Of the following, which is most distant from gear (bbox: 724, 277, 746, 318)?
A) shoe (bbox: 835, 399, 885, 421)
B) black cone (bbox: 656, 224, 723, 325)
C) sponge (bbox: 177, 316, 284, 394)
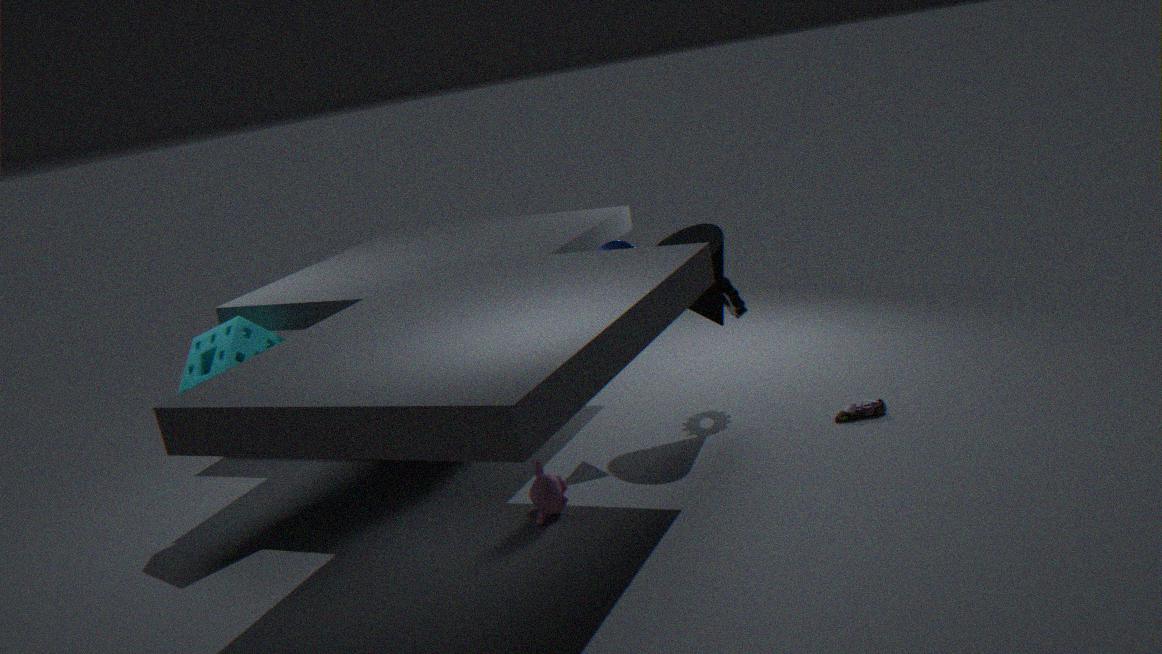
sponge (bbox: 177, 316, 284, 394)
